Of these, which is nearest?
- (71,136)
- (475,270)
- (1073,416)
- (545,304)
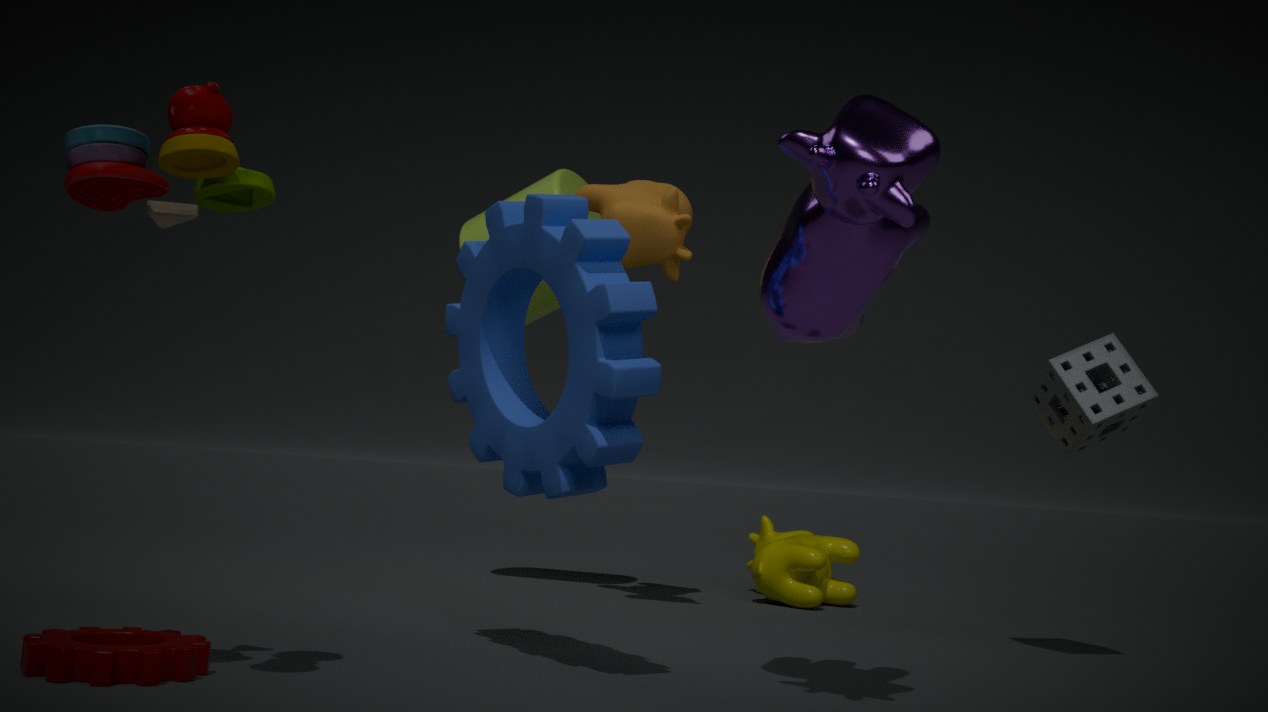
(71,136)
